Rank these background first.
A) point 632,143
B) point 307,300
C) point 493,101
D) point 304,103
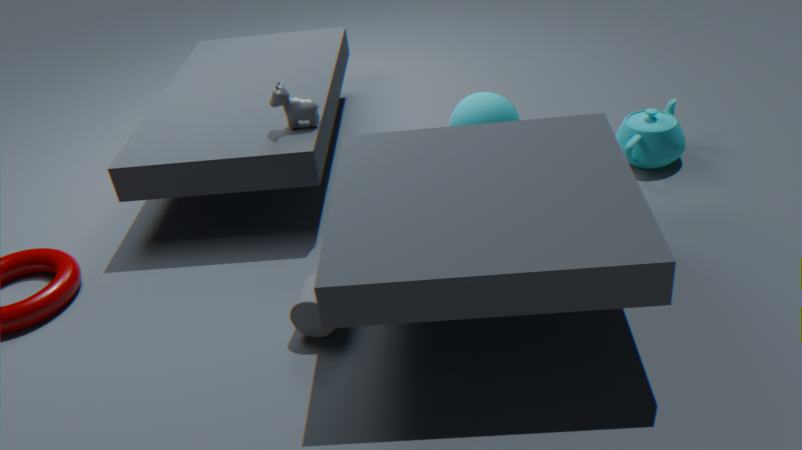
point 493,101 → point 632,143 → point 304,103 → point 307,300
